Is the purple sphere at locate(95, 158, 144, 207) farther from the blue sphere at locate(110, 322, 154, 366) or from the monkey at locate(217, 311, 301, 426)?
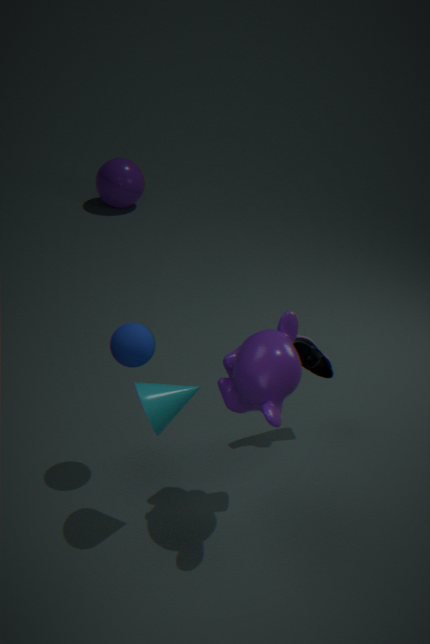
the monkey at locate(217, 311, 301, 426)
